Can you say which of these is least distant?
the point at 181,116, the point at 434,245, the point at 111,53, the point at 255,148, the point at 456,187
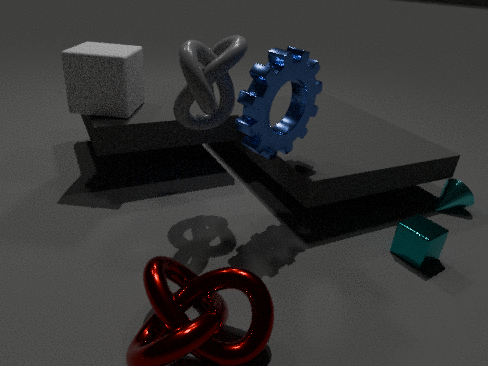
the point at 255,148
